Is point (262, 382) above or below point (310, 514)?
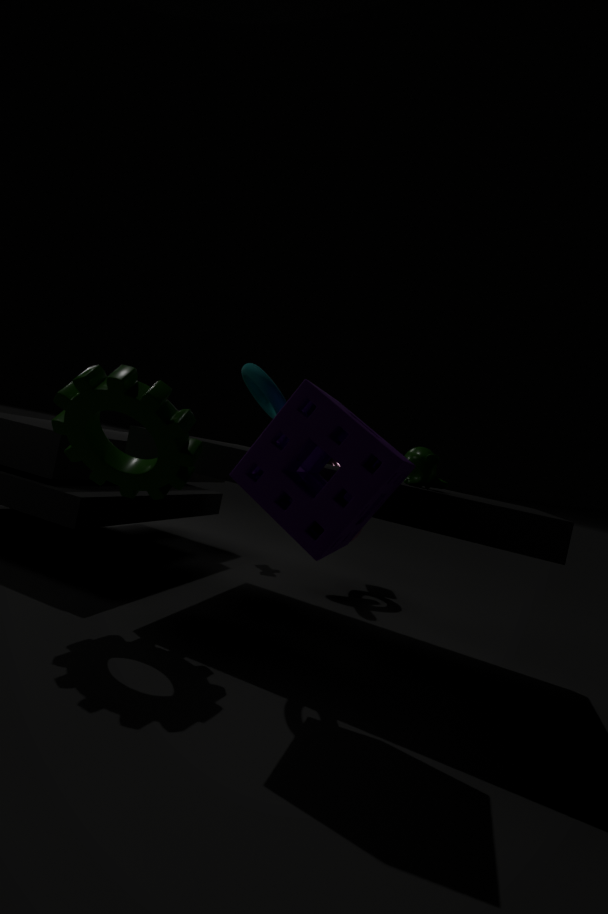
above
